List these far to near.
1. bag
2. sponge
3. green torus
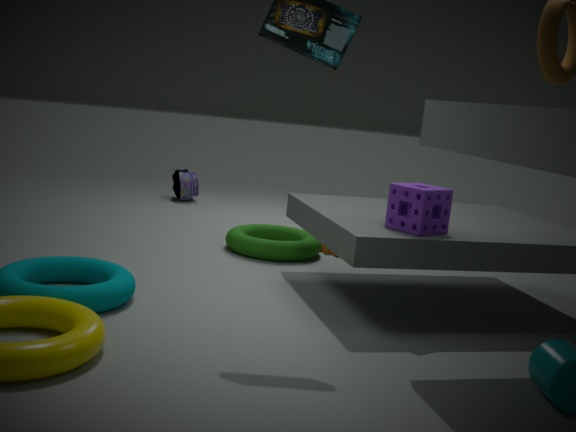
1. bag
2. green torus
3. sponge
